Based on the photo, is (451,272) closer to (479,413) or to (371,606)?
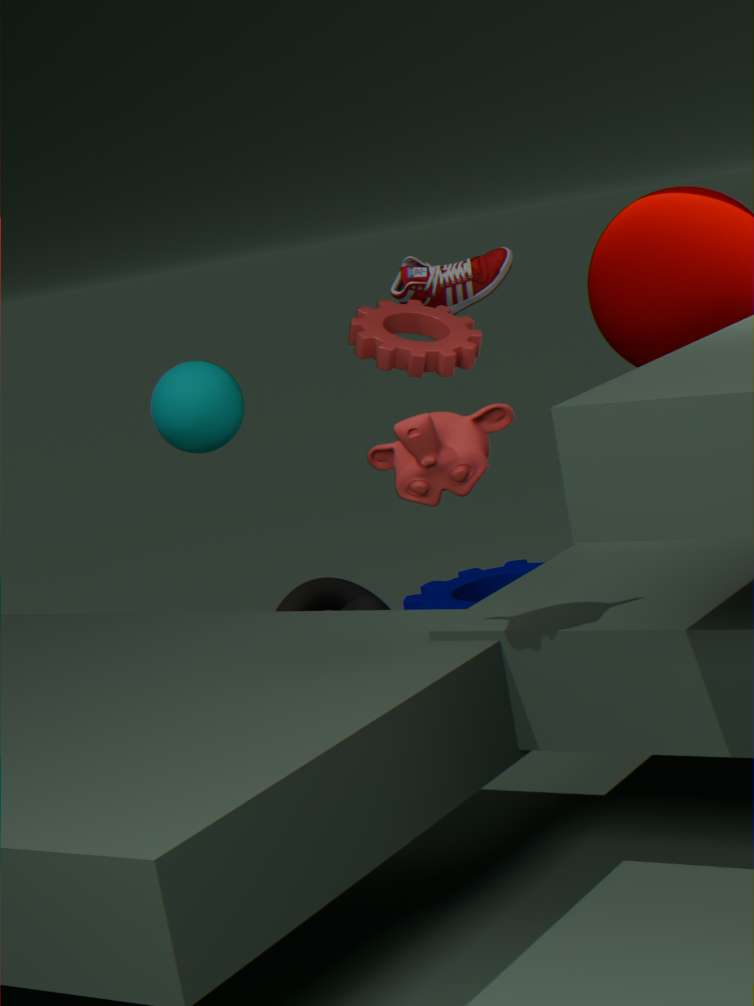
(371,606)
